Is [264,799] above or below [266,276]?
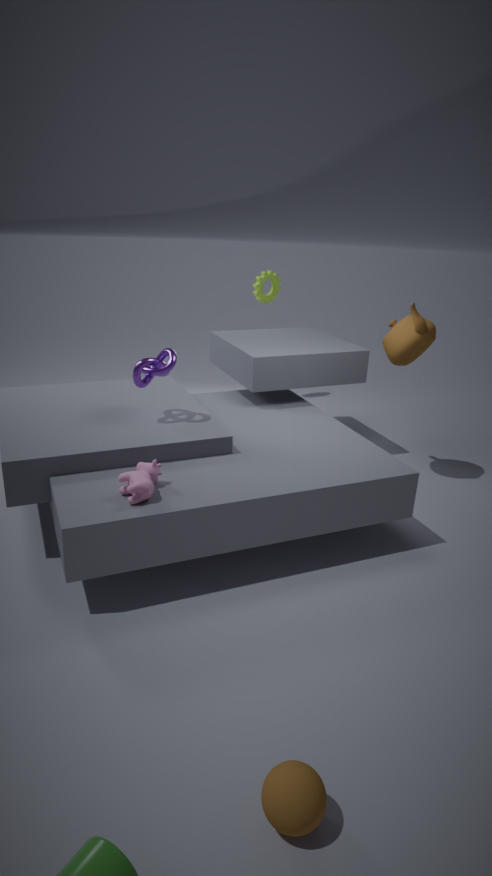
below
